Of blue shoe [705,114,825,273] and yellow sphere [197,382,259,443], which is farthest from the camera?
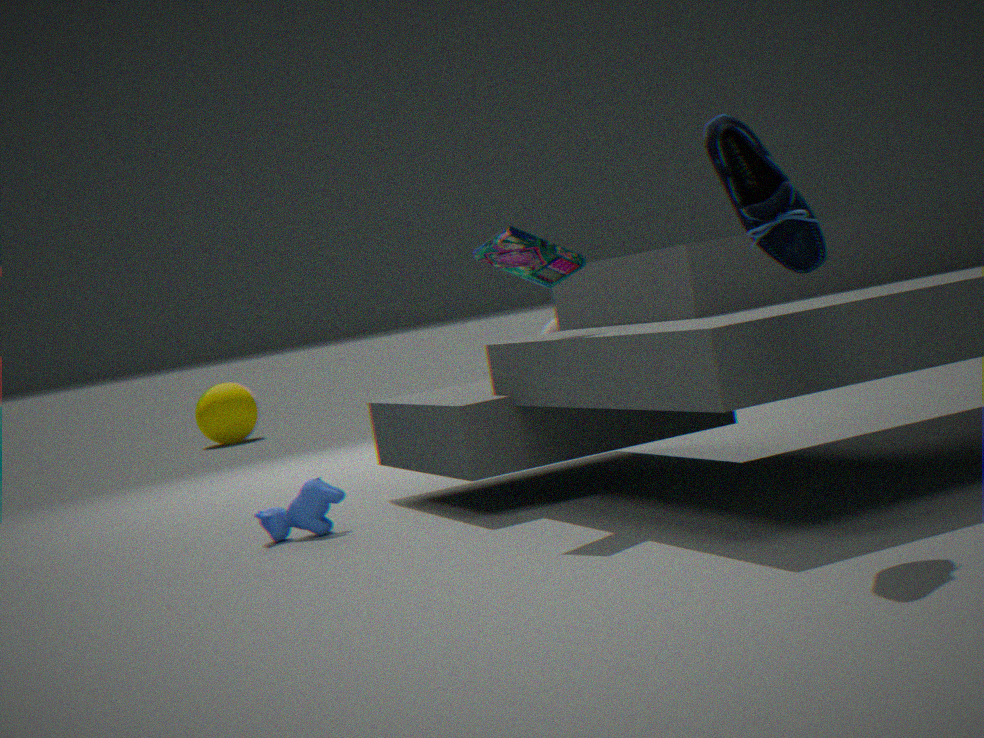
yellow sphere [197,382,259,443]
